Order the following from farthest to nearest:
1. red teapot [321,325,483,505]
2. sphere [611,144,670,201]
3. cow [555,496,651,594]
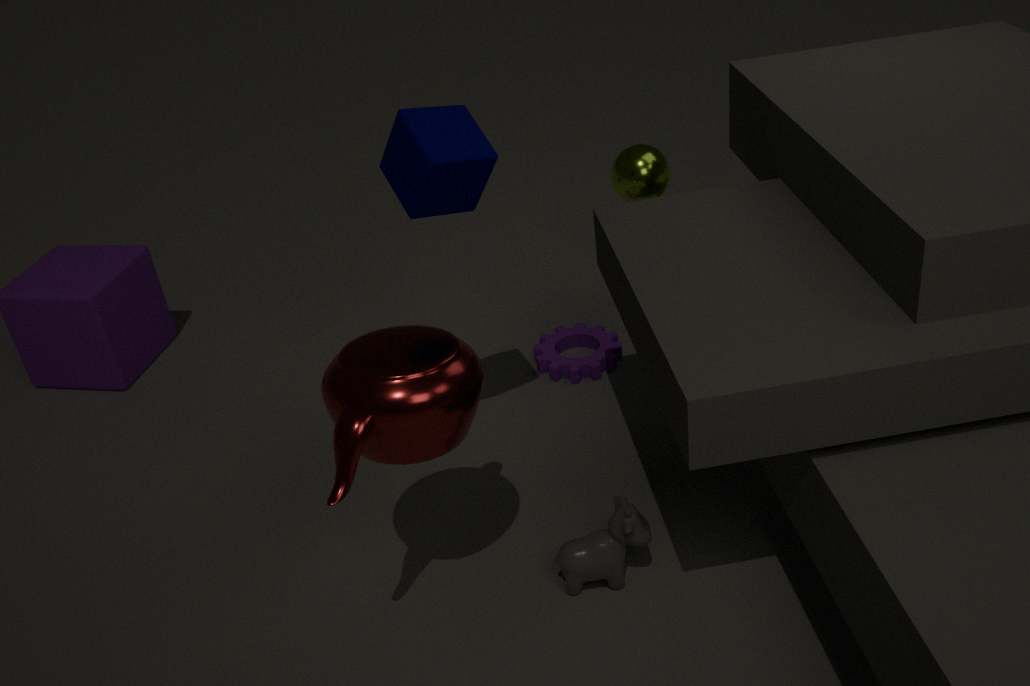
sphere [611,144,670,201], cow [555,496,651,594], red teapot [321,325,483,505]
